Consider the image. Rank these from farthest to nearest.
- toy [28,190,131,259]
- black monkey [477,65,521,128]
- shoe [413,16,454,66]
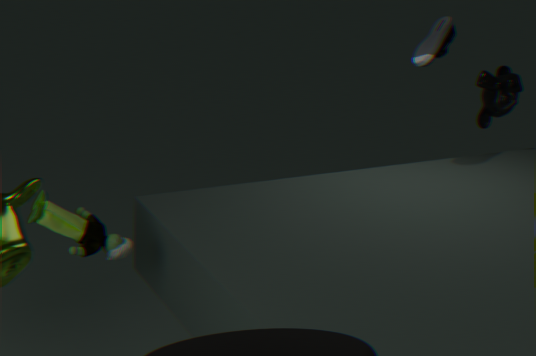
black monkey [477,65,521,128] → shoe [413,16,454,66] → toy [28,190,131,259]
